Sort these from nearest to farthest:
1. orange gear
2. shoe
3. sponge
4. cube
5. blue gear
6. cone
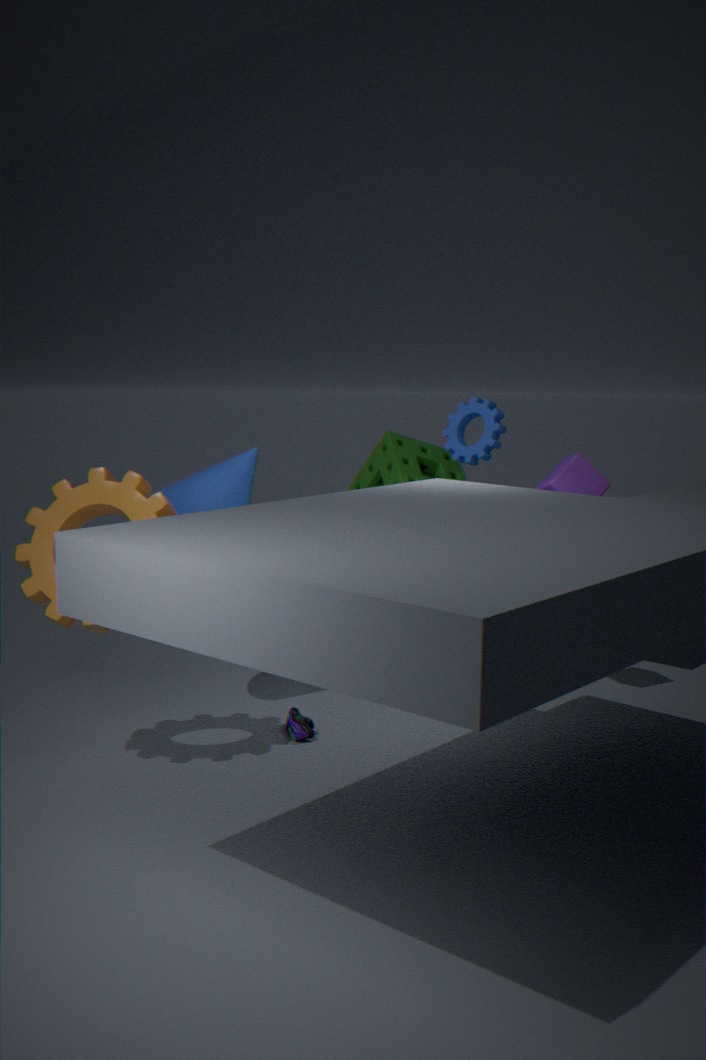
orange gear → shoe → cone → cube → blue gear → sponge
